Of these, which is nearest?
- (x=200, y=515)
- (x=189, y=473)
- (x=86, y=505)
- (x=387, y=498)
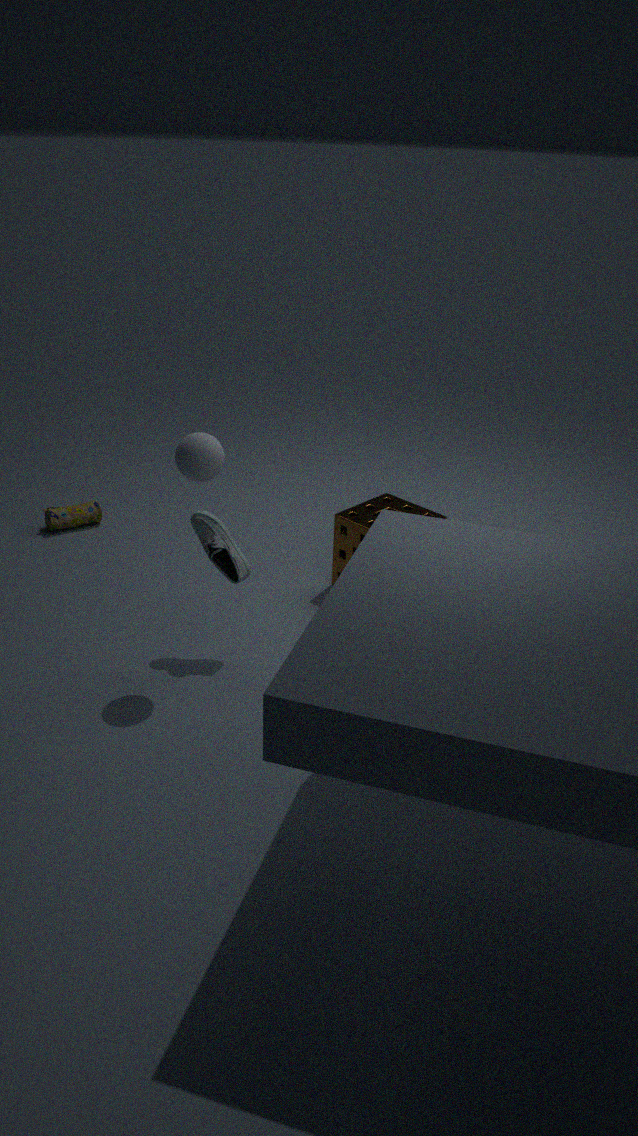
(x=189, y=473)
